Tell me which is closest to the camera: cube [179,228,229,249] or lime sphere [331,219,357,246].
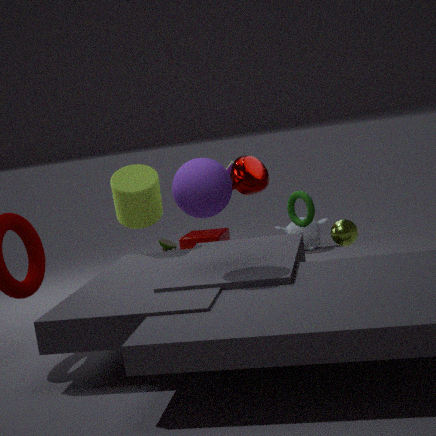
lime sphere [331,219,357,246]
